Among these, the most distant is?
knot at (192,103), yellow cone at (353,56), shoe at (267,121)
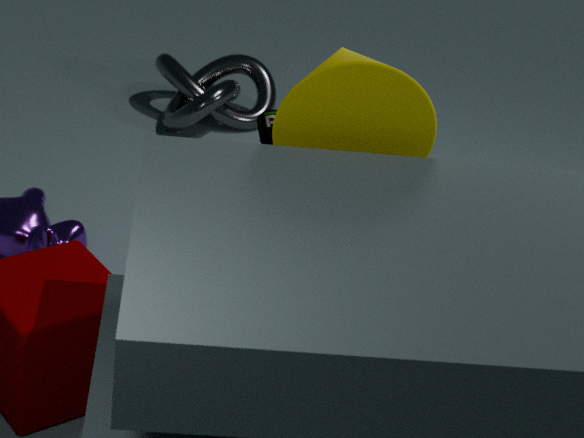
knot at (192,103)
